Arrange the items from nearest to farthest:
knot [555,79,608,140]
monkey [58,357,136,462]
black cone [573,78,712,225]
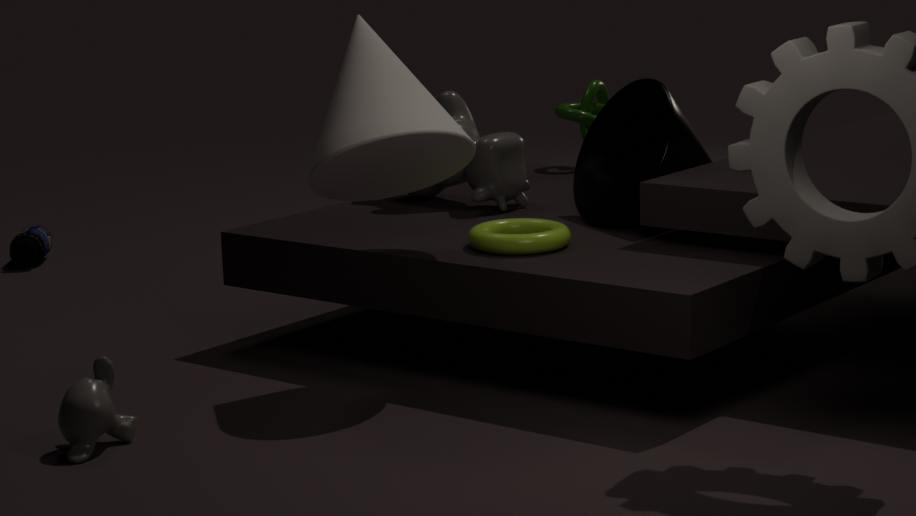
monkey [58,357,136,462]
black cone [573,78,712,225]
knot [555,79,608,140]
